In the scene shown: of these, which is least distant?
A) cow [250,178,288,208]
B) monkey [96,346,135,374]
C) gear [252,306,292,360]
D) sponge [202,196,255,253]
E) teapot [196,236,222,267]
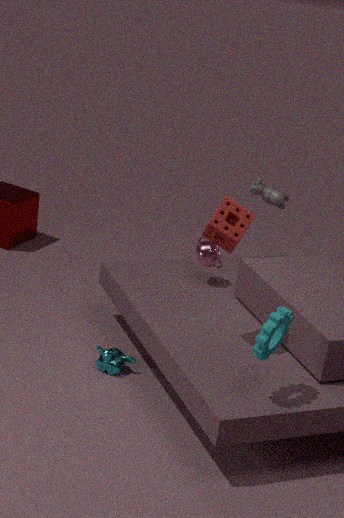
gear [252,306,292,360]
